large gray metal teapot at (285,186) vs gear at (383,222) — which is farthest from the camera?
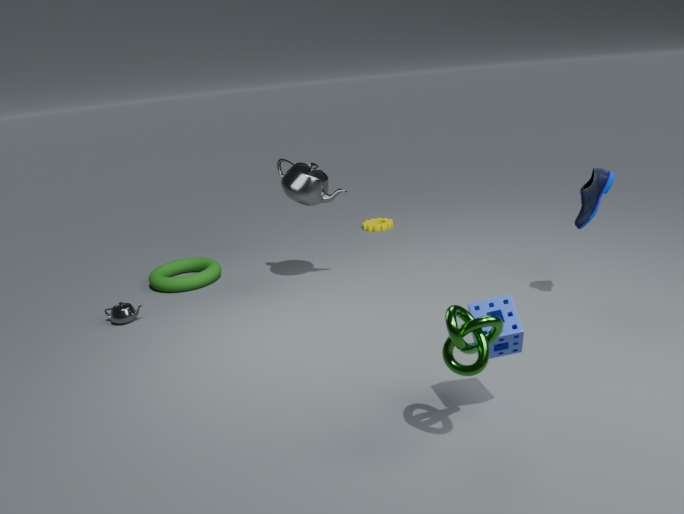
gear at (383,222)
